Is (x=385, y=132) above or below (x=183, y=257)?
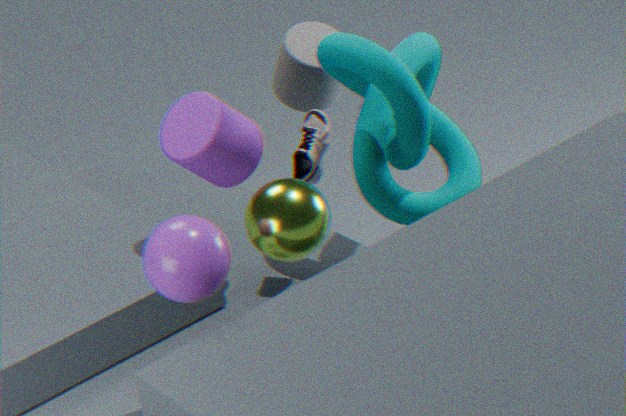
below
